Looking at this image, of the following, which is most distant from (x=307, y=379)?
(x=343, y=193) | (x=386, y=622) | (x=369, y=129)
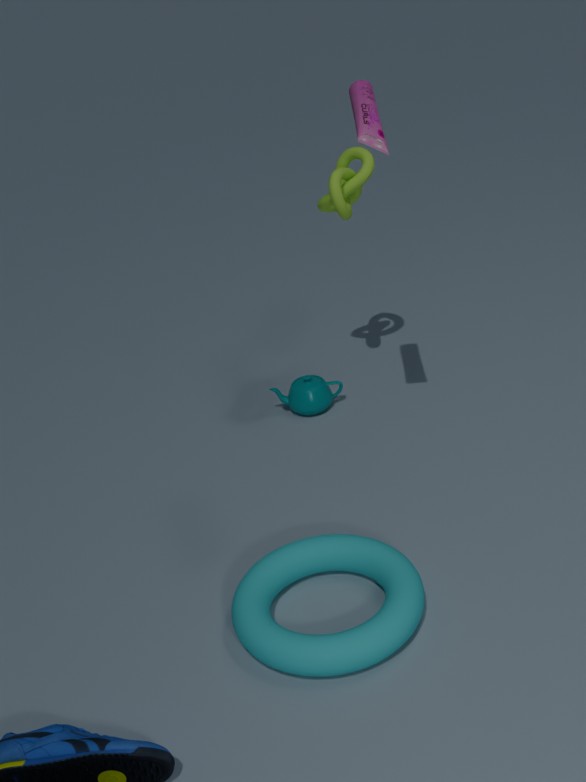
(x=369, y=129)
